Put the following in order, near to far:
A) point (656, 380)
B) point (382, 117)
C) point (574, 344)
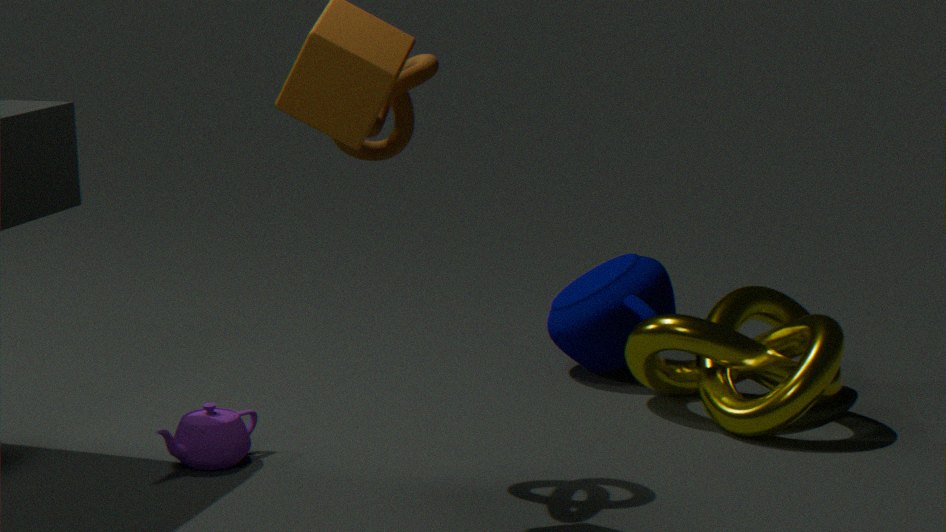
point (382, 117) < point (656, 380) < point (574, 344)
